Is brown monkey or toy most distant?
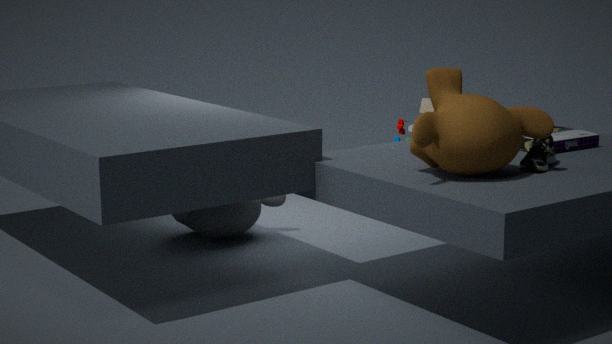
toy
